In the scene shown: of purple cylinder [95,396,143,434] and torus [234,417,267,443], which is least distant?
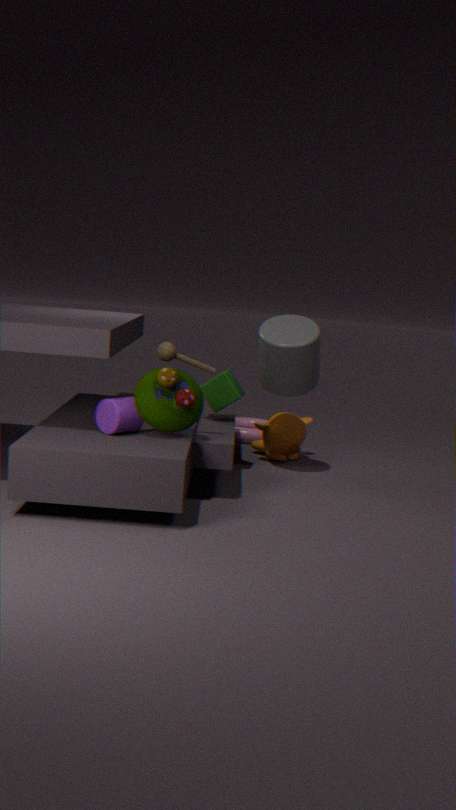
purple cylinder [95,396,143,434]
